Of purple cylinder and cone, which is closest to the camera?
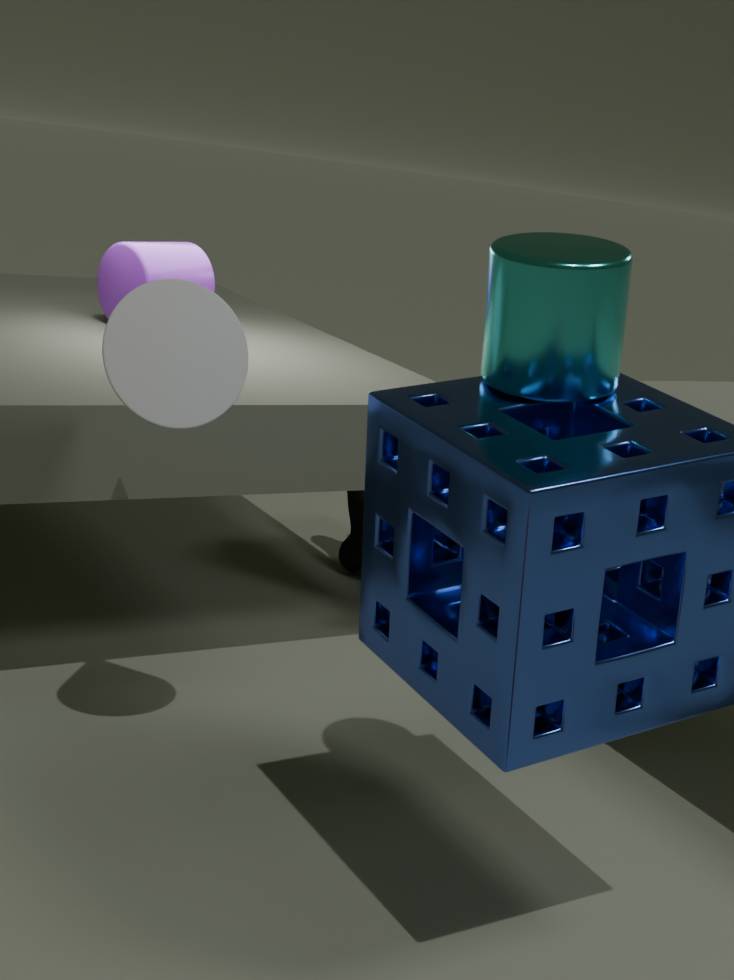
cone
